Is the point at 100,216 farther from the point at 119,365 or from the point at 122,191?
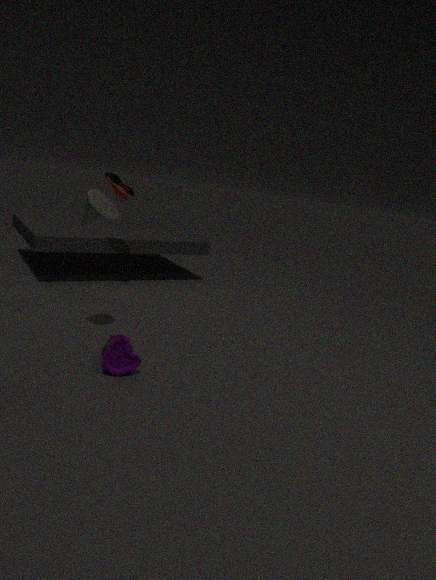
the point at 122,191
